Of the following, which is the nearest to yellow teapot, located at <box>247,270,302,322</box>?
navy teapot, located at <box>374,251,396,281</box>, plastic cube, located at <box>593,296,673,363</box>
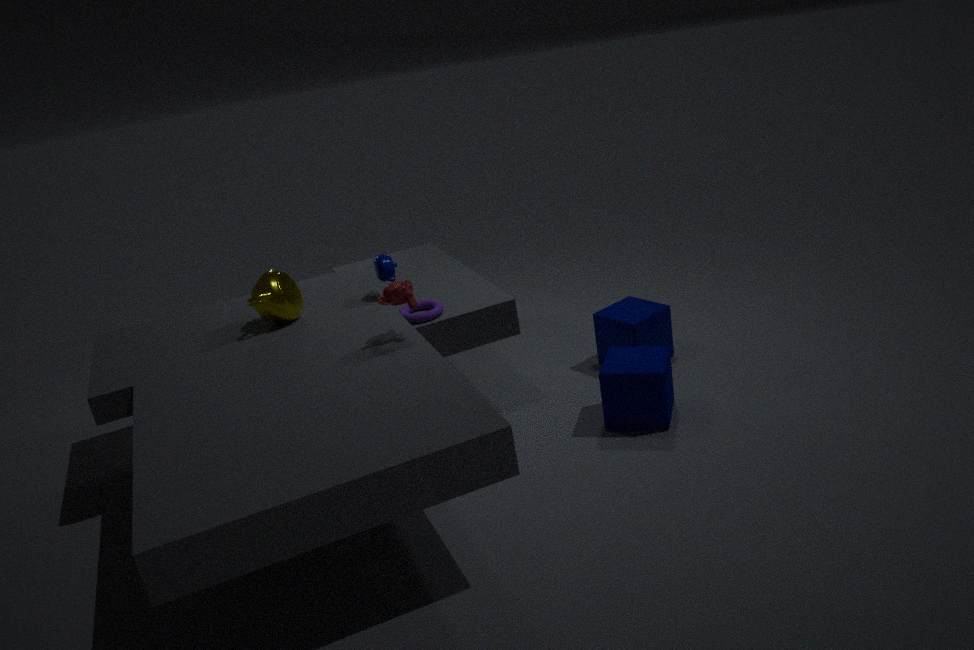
navy teapot, located at <box>374,251,396,281</box>
